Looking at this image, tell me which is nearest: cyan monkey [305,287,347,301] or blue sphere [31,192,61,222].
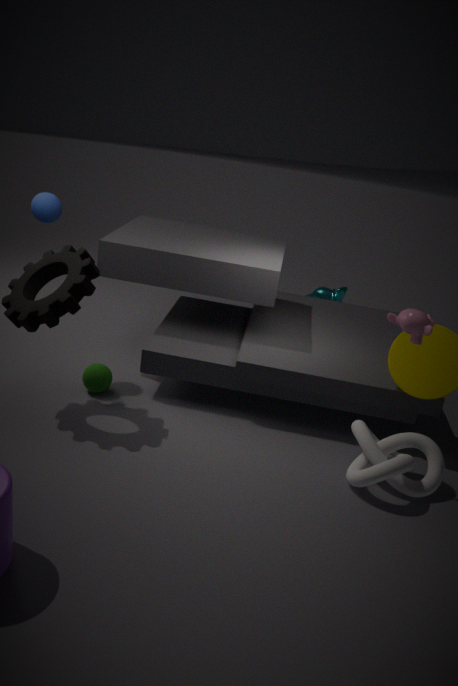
blue sphere [31,192,61,222]
